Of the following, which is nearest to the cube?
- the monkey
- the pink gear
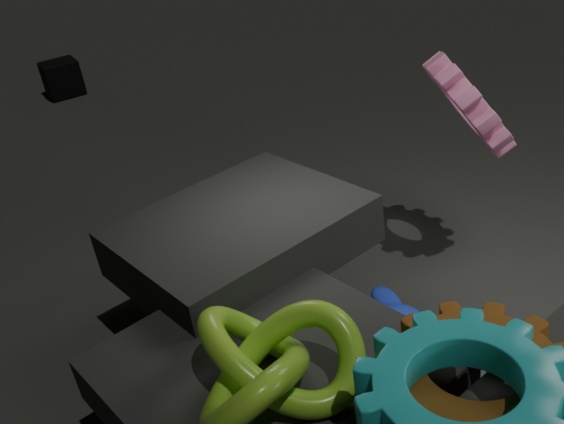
the pink gear
